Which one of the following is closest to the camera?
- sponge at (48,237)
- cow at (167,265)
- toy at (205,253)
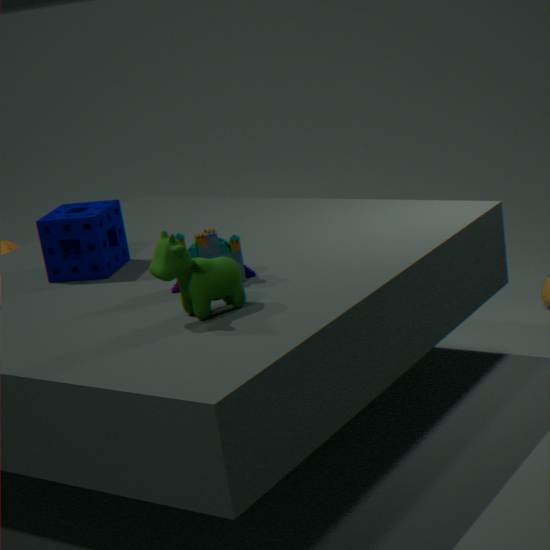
cow at (167,265)
